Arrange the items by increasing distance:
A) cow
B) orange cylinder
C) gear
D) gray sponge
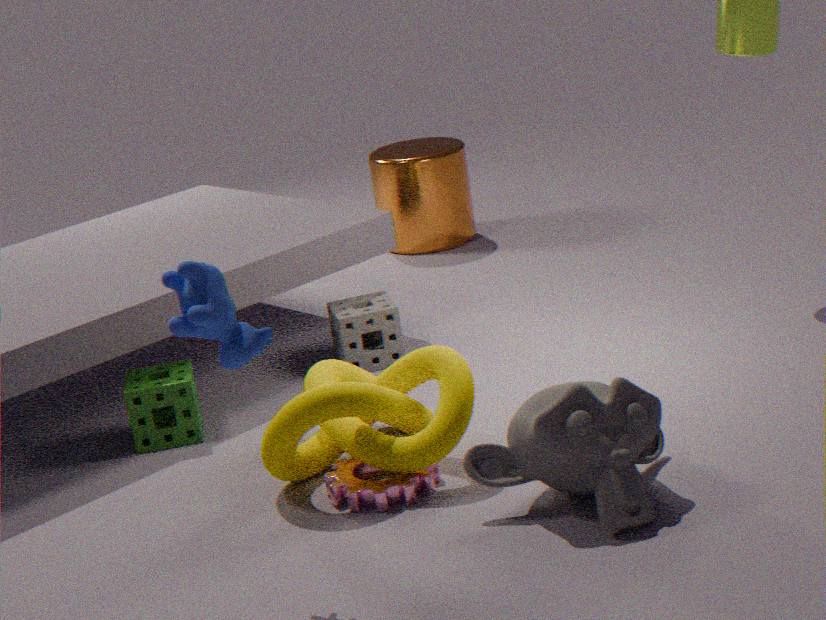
cow
gear
gray sponge
orange cylinder
